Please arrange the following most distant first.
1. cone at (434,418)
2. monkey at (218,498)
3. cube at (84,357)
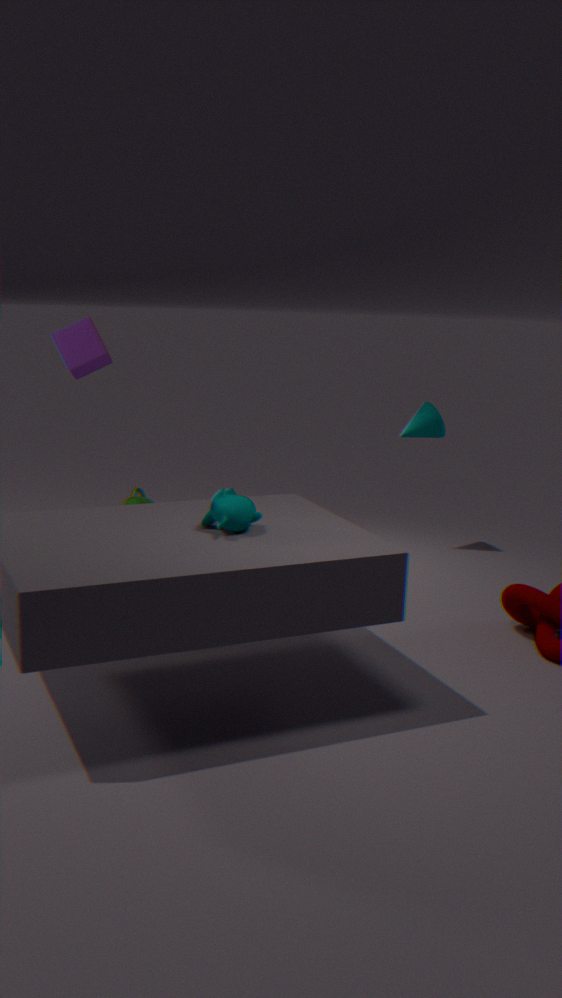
1. cone at (434,418)
2. cube at (84,357)
3. monkey at (218,498)
